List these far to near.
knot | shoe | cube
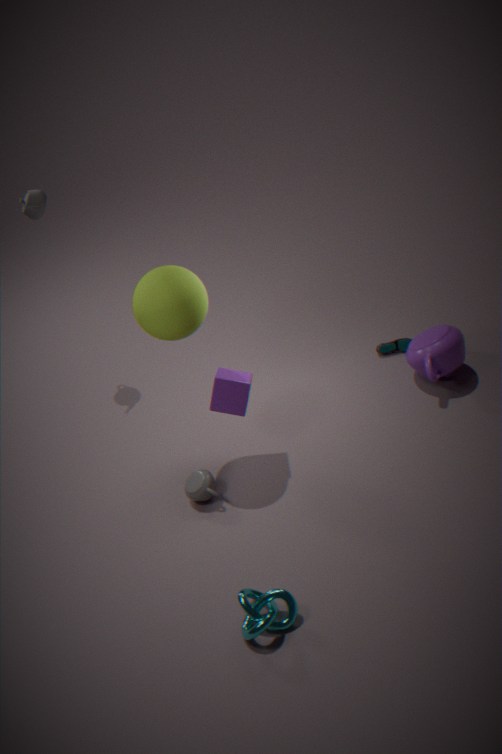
shoe
cube
knot
